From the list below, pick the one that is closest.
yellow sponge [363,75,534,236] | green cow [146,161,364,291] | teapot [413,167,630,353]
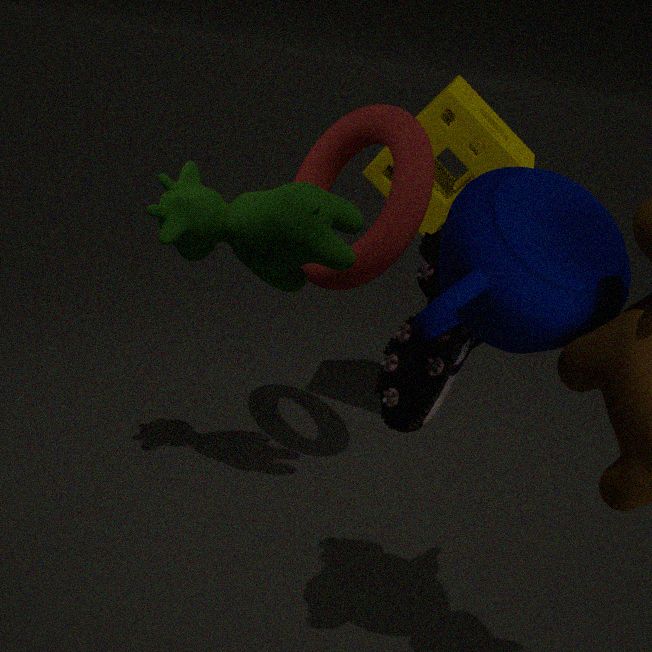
teapot [413,167,630,353]
